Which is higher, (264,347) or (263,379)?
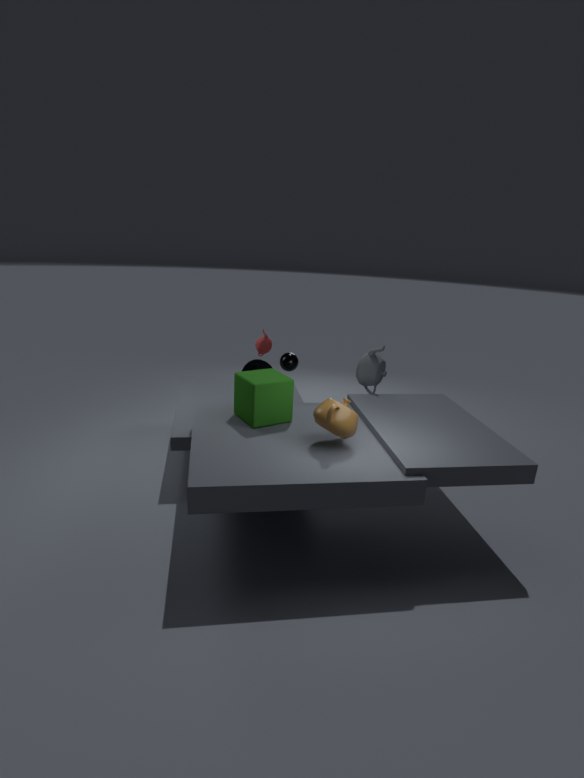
(264,347)
